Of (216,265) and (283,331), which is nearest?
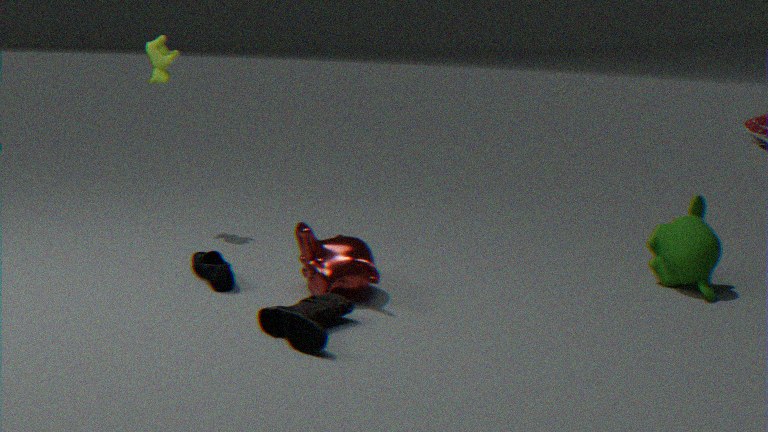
(283,331)
